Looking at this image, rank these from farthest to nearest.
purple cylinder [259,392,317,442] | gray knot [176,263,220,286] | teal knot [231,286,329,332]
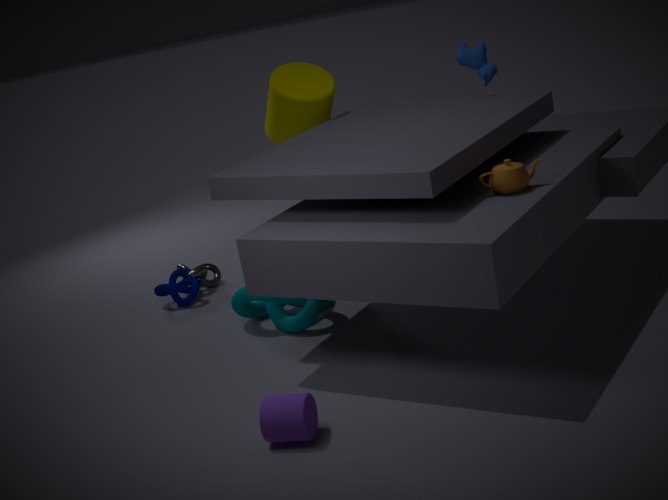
1. gray knot [176,263,220,286]
2. teal knot [231,286,329,332]
3. purple cylinder [259,392,317,442]
